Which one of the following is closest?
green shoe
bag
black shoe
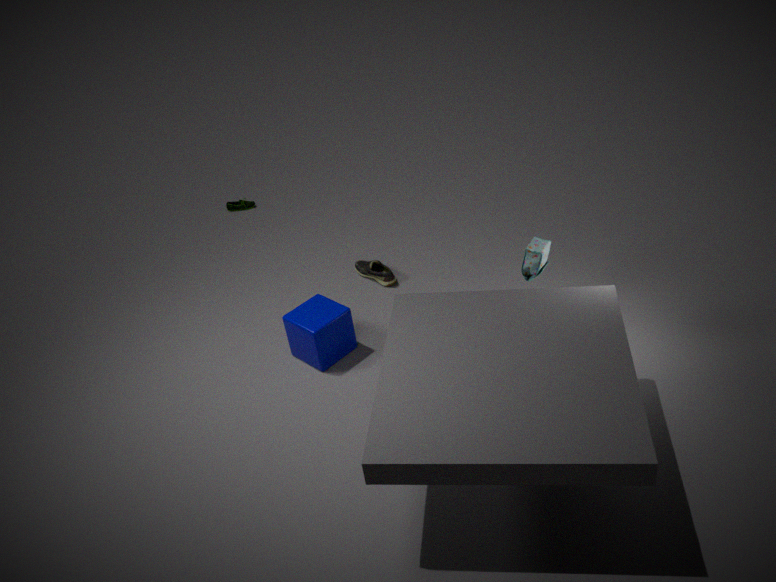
bag
